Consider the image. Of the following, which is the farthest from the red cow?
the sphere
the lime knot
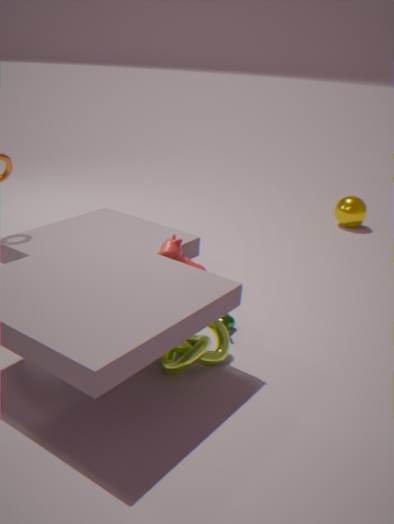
the sphere
